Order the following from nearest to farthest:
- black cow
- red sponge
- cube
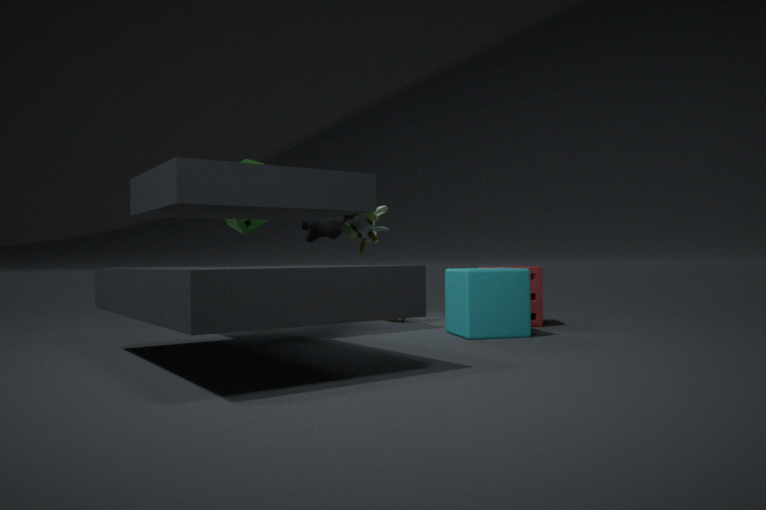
cube < red sponge < black cow
